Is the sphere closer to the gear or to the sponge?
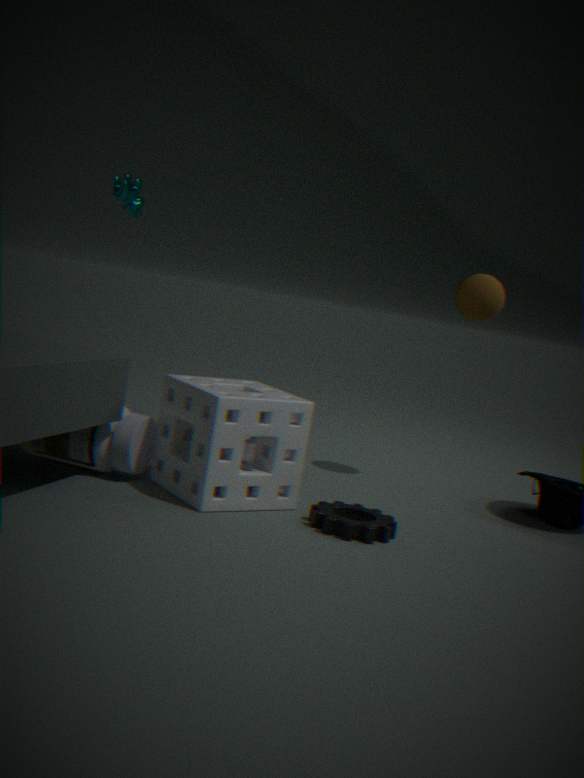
the sponge
